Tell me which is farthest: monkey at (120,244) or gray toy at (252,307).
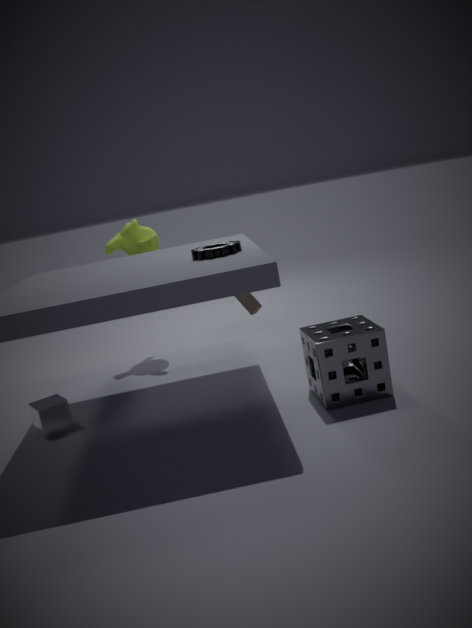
monkey at (120,244)
